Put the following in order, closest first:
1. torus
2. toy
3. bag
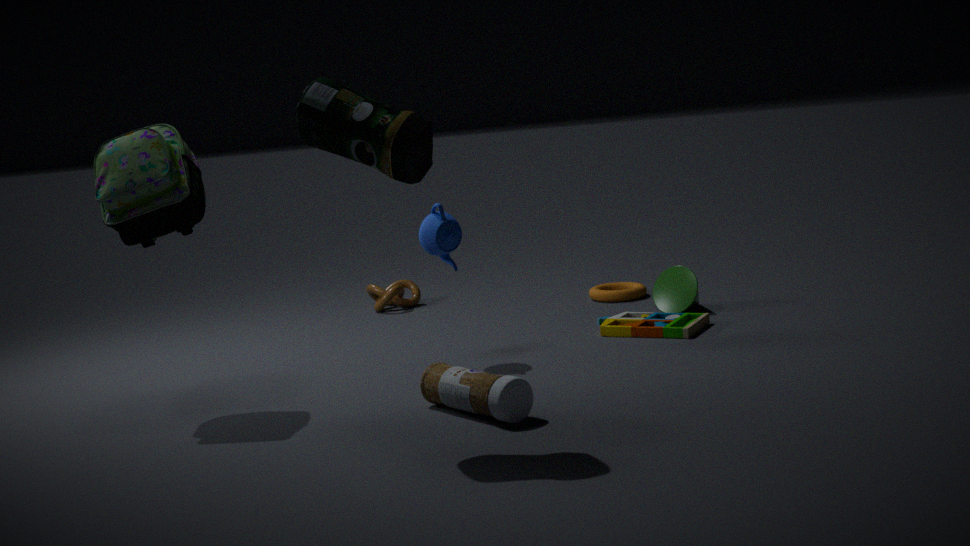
bag, toy, torus
